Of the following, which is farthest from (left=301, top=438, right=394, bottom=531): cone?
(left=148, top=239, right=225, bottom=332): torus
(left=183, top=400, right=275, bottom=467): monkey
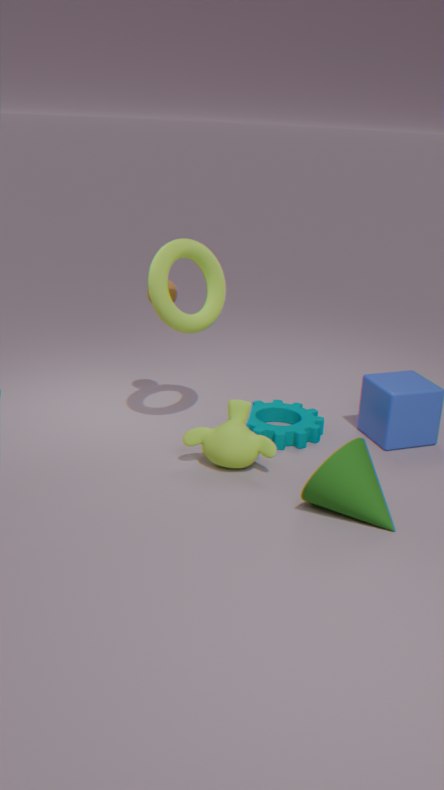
(left=148, top=239, right=225, bottom=332): torus
